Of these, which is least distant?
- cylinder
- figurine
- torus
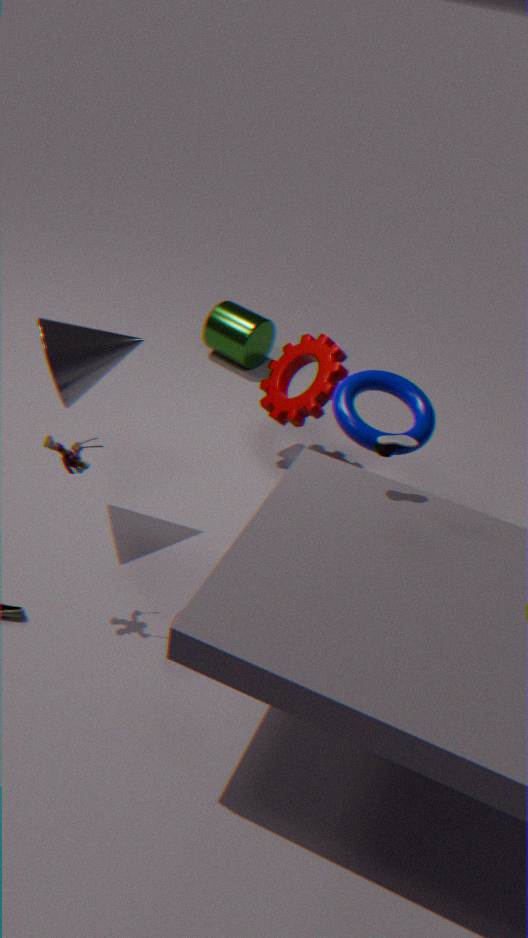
figurine
